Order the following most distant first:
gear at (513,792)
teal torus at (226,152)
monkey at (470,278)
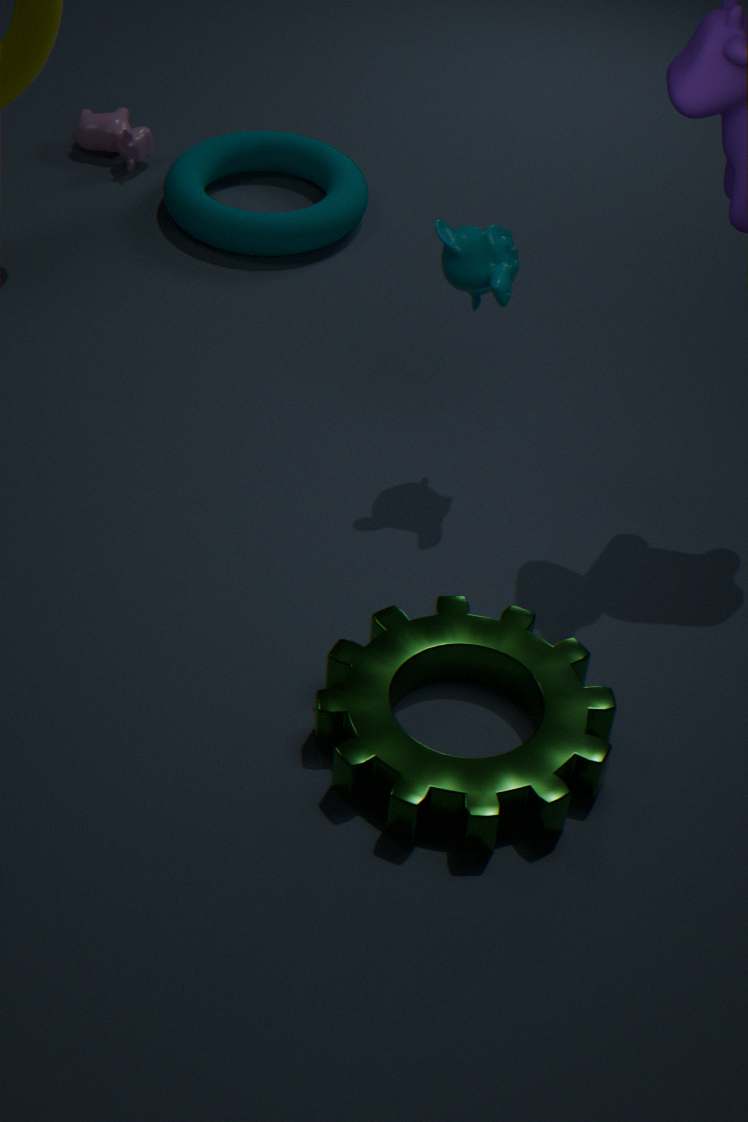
teal torus at (226,152) < monkey at (470,278) < gear at (513,792)
